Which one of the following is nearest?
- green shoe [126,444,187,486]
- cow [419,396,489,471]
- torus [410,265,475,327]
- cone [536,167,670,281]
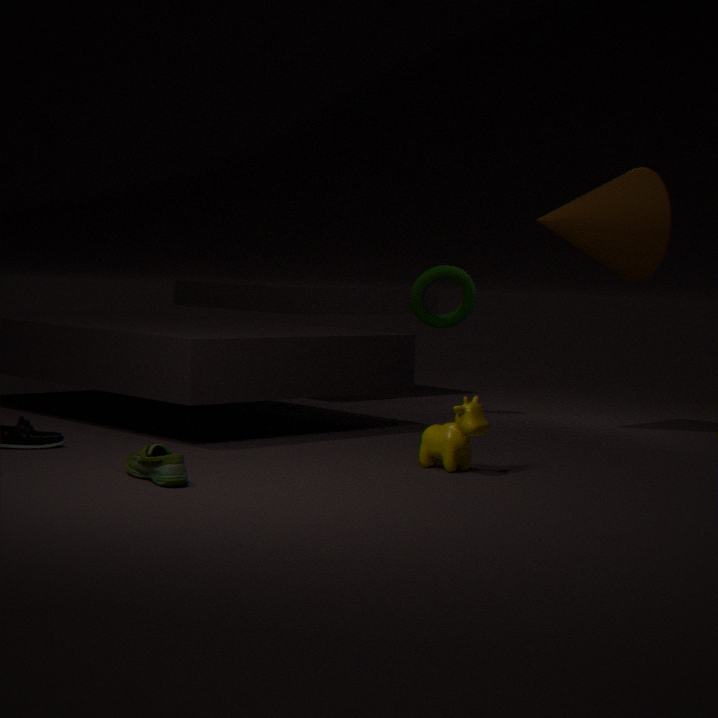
green shoe [126,444,187,486]
